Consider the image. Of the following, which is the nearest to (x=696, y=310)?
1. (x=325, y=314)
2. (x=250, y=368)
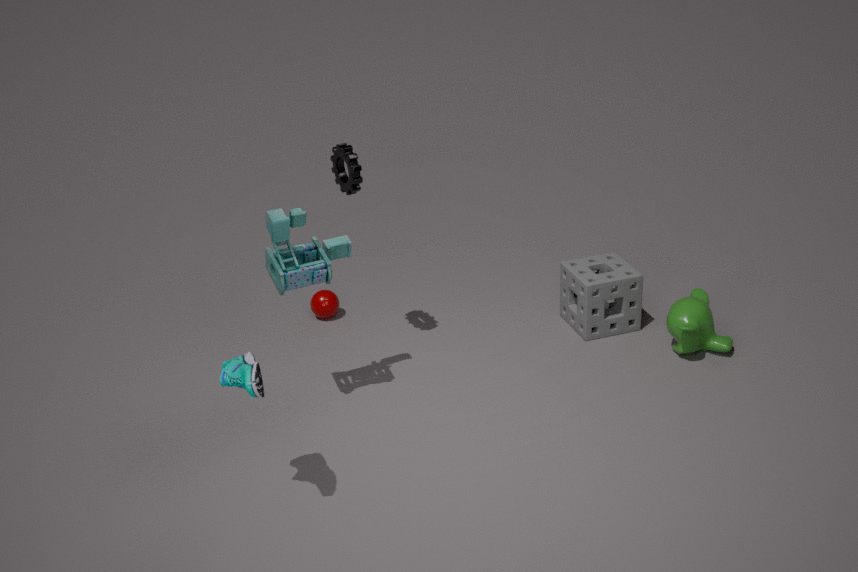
(x=325, y=314)
